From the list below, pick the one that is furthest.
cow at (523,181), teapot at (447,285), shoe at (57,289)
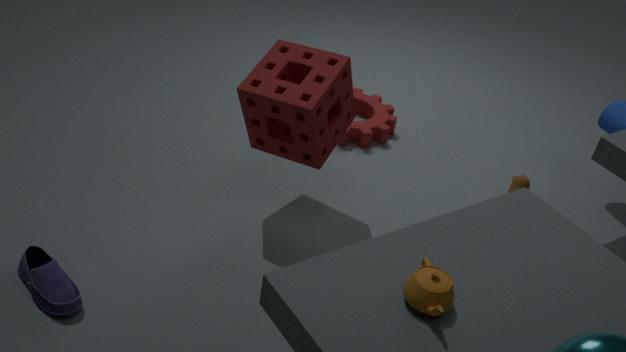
cow at (523,181)
